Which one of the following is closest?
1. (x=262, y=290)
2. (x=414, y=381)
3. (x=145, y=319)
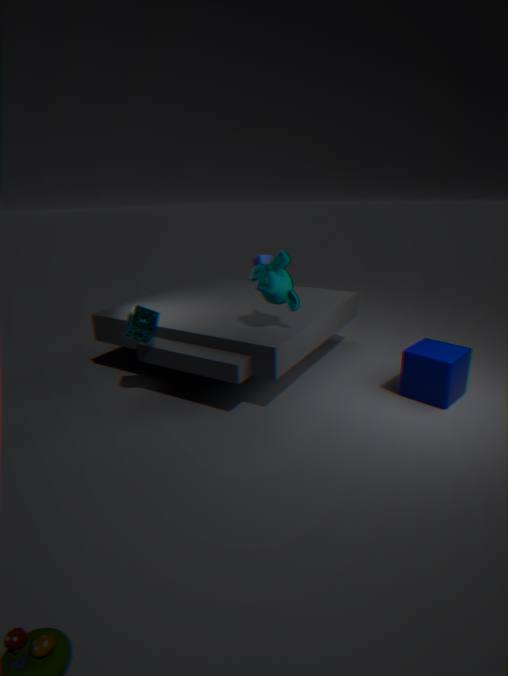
(x=262, y=290)
